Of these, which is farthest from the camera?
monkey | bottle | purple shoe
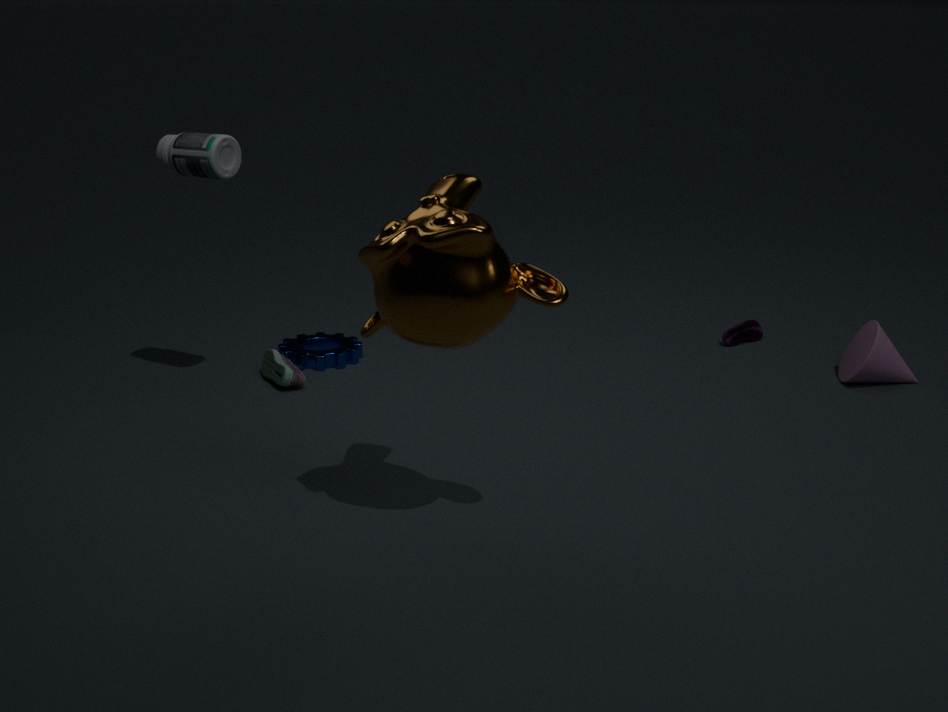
purple shoe
